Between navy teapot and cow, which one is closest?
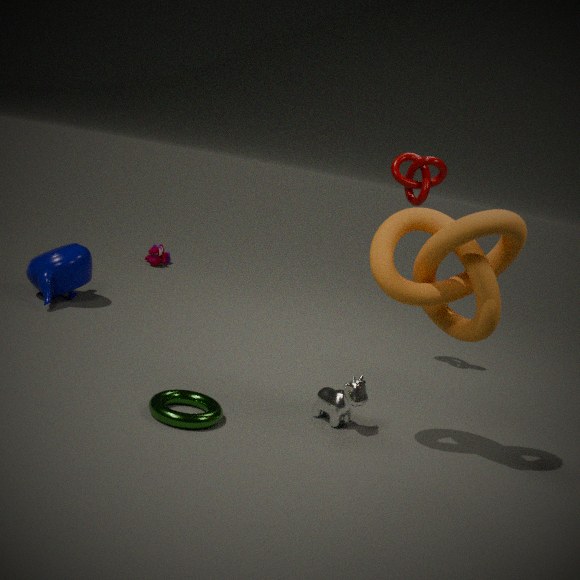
cow
